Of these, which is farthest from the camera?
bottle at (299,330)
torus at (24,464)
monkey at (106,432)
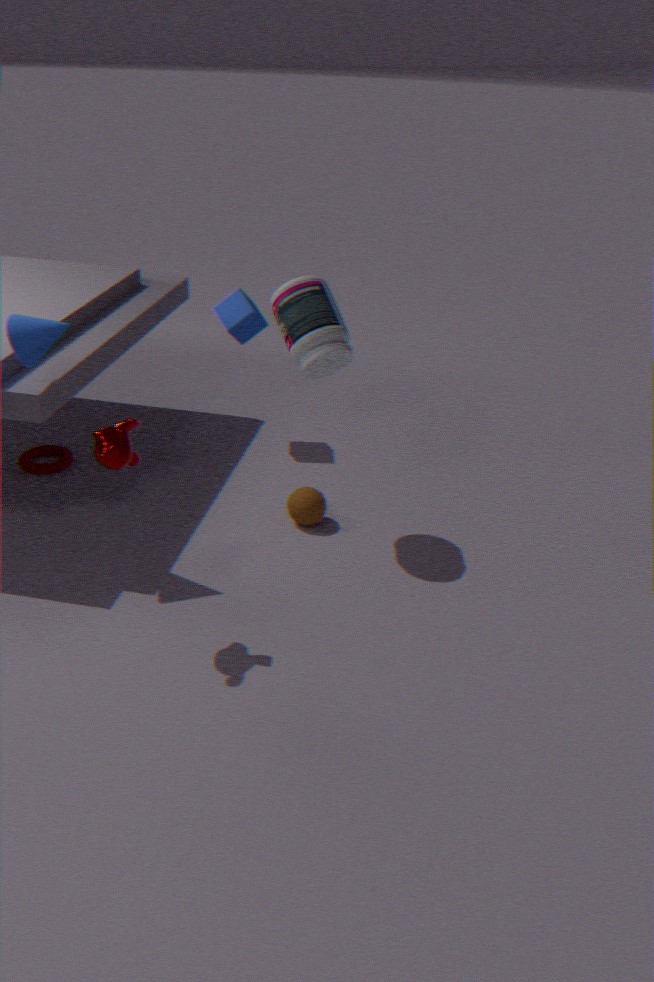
torus at (24,464)
